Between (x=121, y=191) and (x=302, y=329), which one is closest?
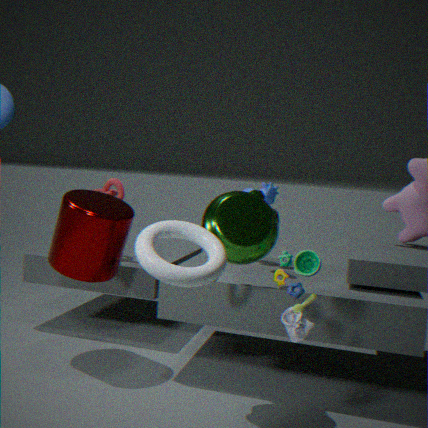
(x=302, y=329)
